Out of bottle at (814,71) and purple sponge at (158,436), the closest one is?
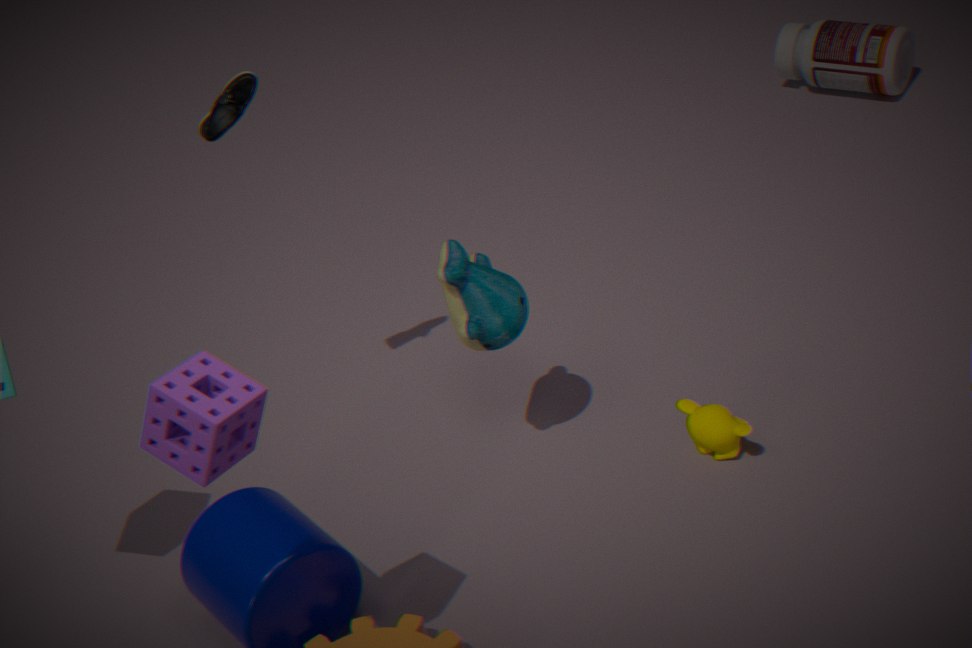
purple sponge at (158,436)
